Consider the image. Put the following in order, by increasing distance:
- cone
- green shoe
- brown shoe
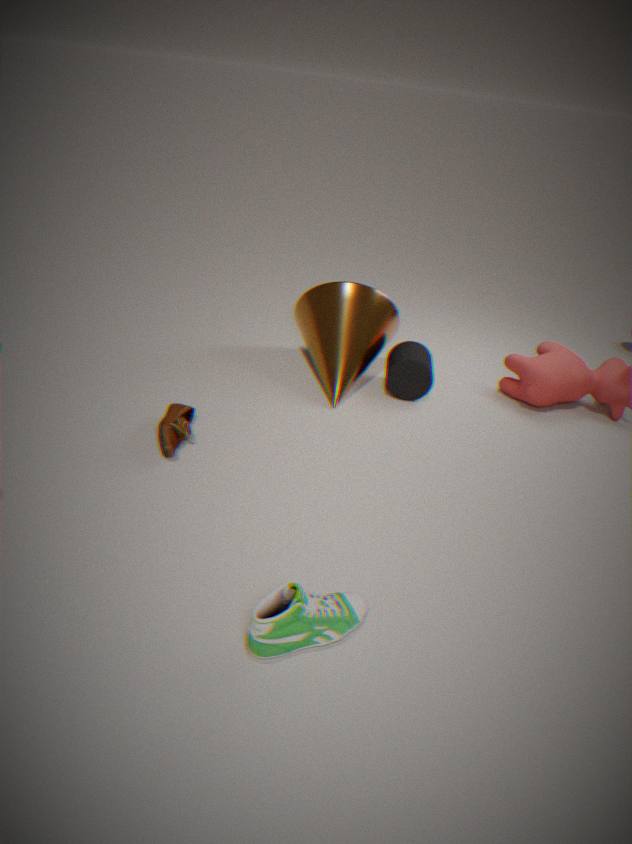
green shoe
brown shoe
cone
